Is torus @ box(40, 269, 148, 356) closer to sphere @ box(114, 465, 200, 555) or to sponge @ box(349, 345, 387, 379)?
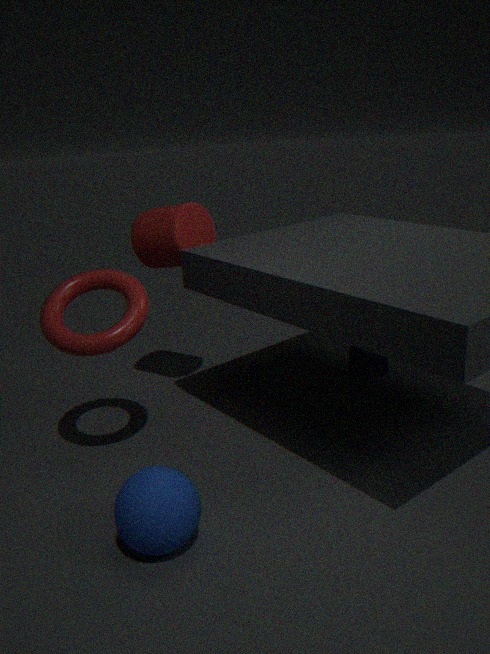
sphere @ box(114, 465, 200, 555)
